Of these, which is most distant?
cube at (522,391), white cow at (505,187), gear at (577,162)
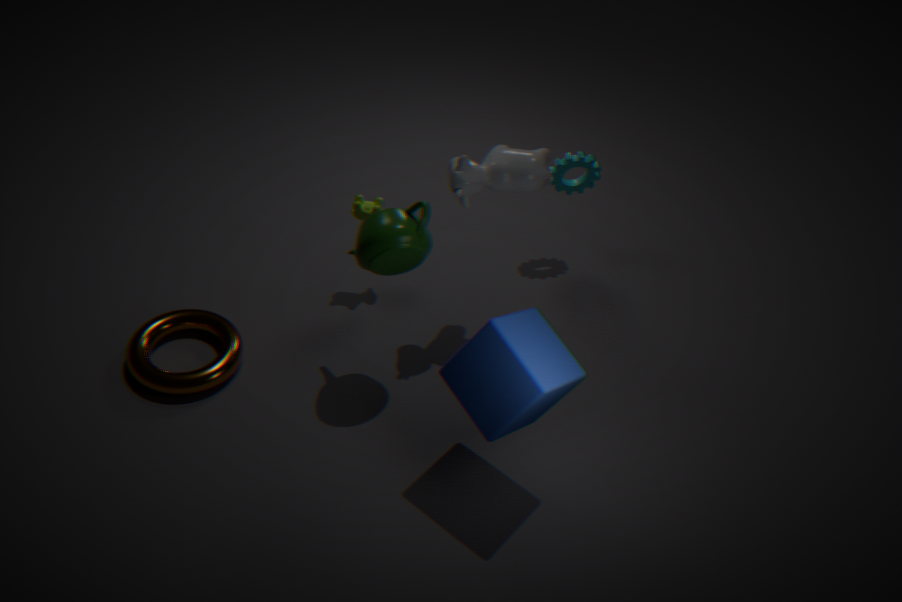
gear at (577,162)
